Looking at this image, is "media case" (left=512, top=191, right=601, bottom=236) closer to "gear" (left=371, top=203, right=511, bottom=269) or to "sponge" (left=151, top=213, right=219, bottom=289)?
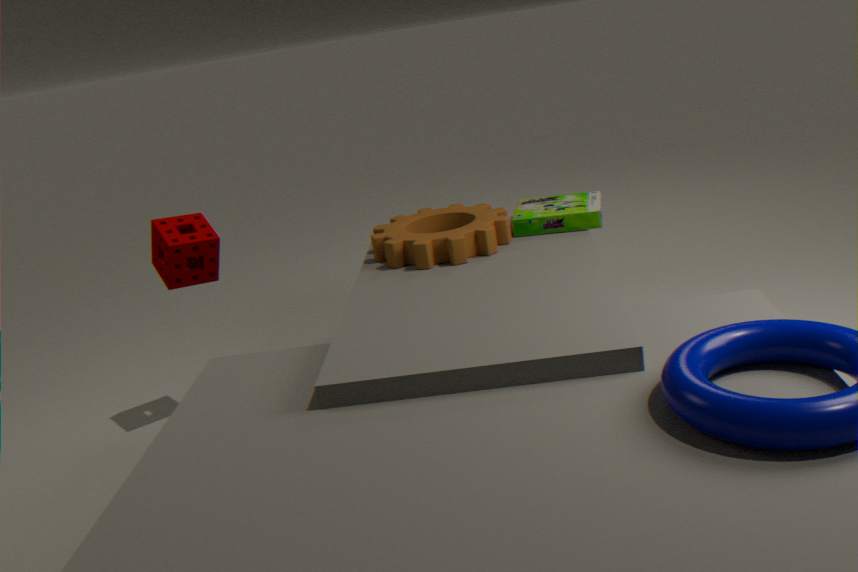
"gear" (left=371, top=203, right=511, bottom=269)
